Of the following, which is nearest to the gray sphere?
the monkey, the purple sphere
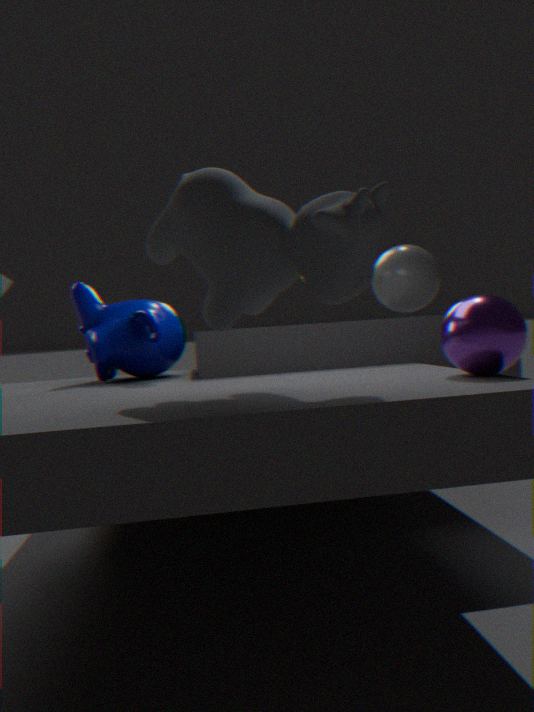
the monkey
